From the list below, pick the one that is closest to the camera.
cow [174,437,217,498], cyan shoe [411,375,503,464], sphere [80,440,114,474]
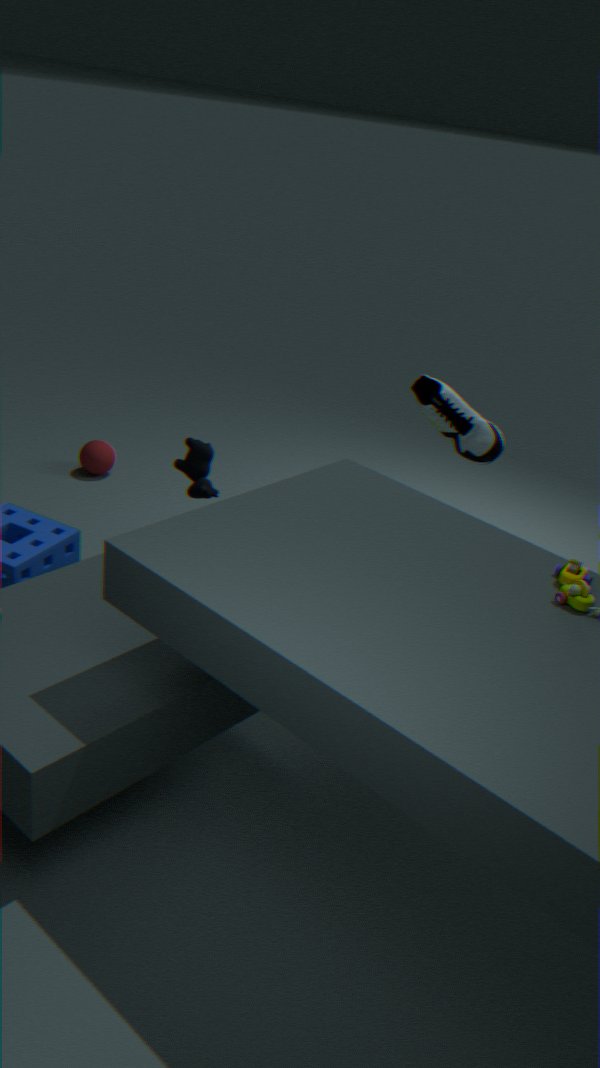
cyan shoe [411,375,503,464]
